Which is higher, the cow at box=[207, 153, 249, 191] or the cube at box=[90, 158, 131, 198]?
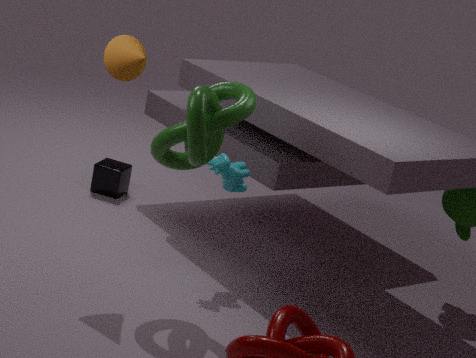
the cow at box=[207, 153, 249, 191]
